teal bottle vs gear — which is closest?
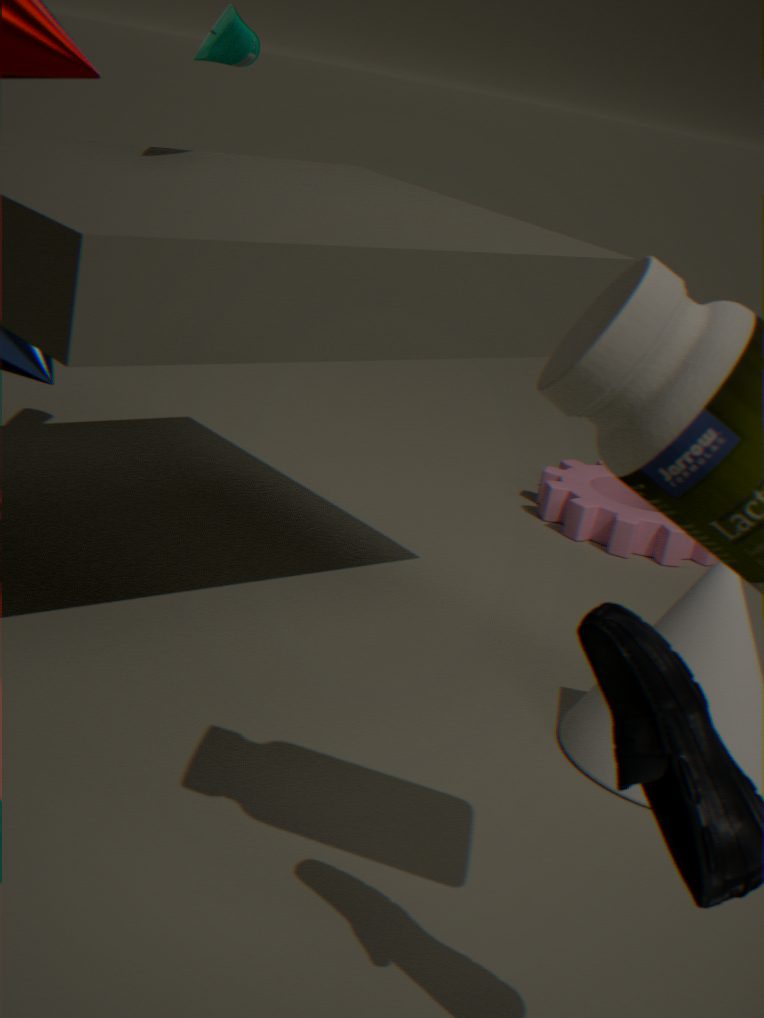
teal bottle
